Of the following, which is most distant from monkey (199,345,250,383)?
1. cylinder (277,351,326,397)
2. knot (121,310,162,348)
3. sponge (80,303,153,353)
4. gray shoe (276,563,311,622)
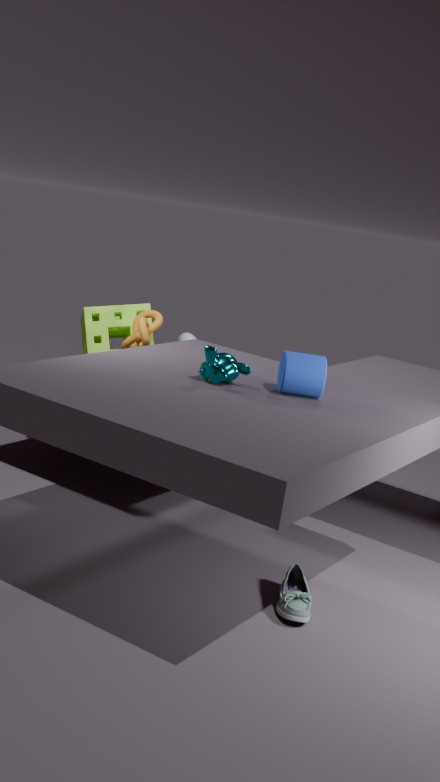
sponge (80,303,153,353)
